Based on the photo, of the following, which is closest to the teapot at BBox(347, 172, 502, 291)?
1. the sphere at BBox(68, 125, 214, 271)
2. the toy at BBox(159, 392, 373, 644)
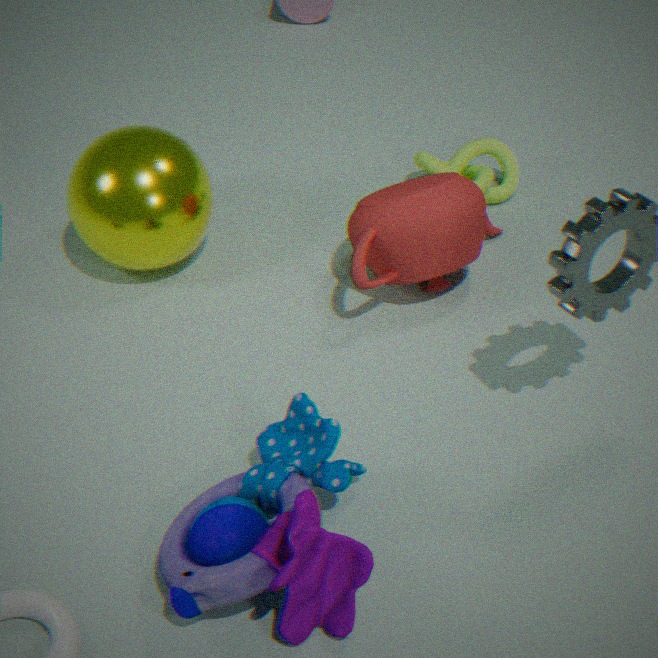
the sphere at BBox(68, 125, 214, 271)
